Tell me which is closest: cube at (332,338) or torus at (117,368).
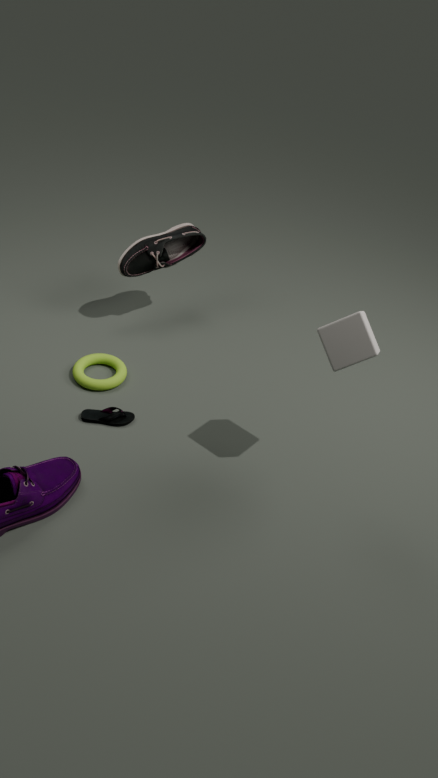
cube at (332,338)
